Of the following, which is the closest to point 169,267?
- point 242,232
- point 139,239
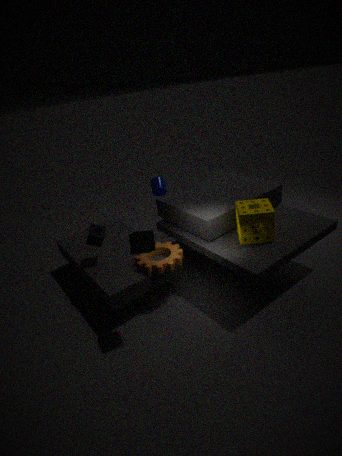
point 139,239
